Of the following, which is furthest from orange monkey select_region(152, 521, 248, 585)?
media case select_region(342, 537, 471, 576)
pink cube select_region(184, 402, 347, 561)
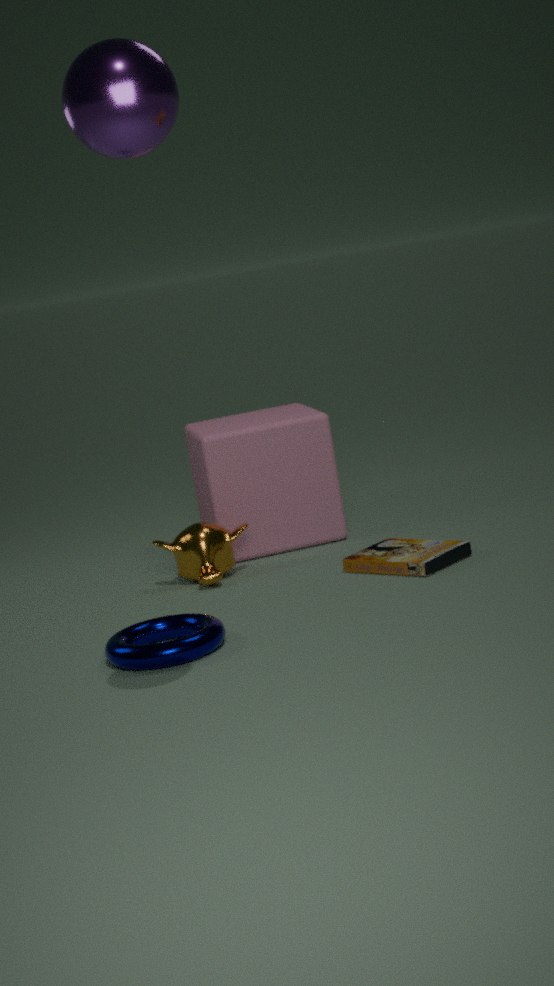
media case select_region(342, 537, 471, 576)
